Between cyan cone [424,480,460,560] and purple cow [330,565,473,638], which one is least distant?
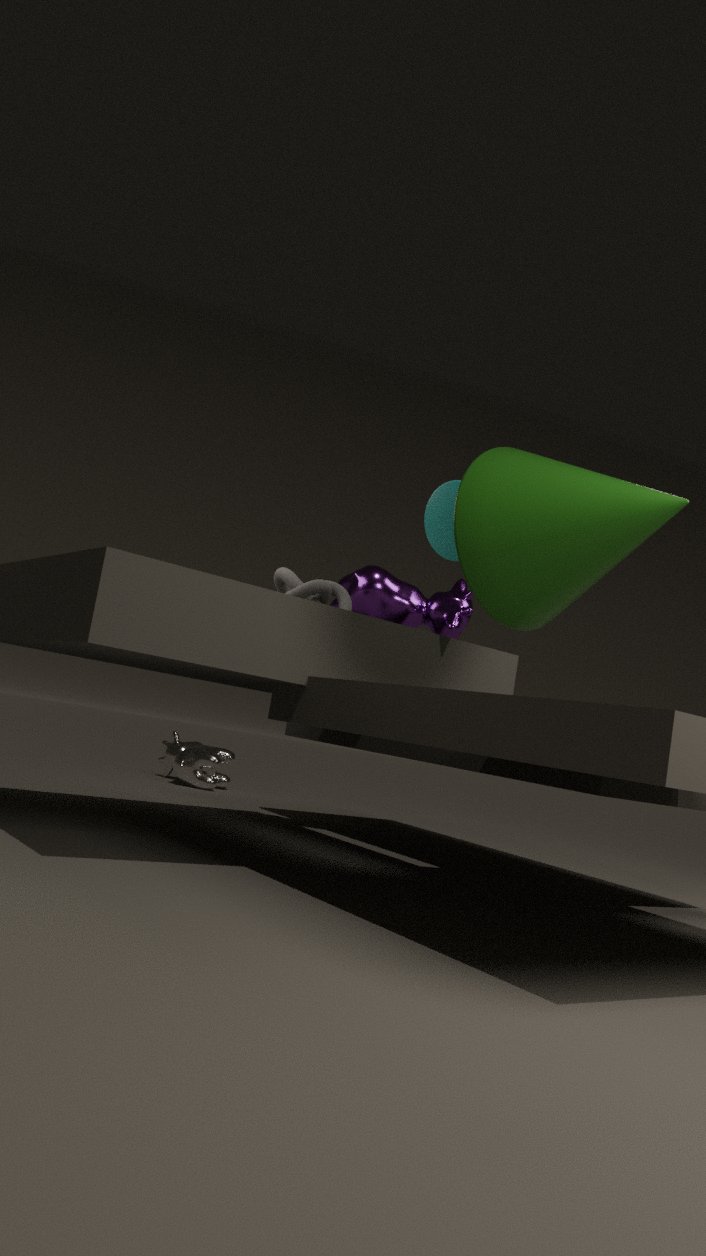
cyan cone [424,480,460,560]
